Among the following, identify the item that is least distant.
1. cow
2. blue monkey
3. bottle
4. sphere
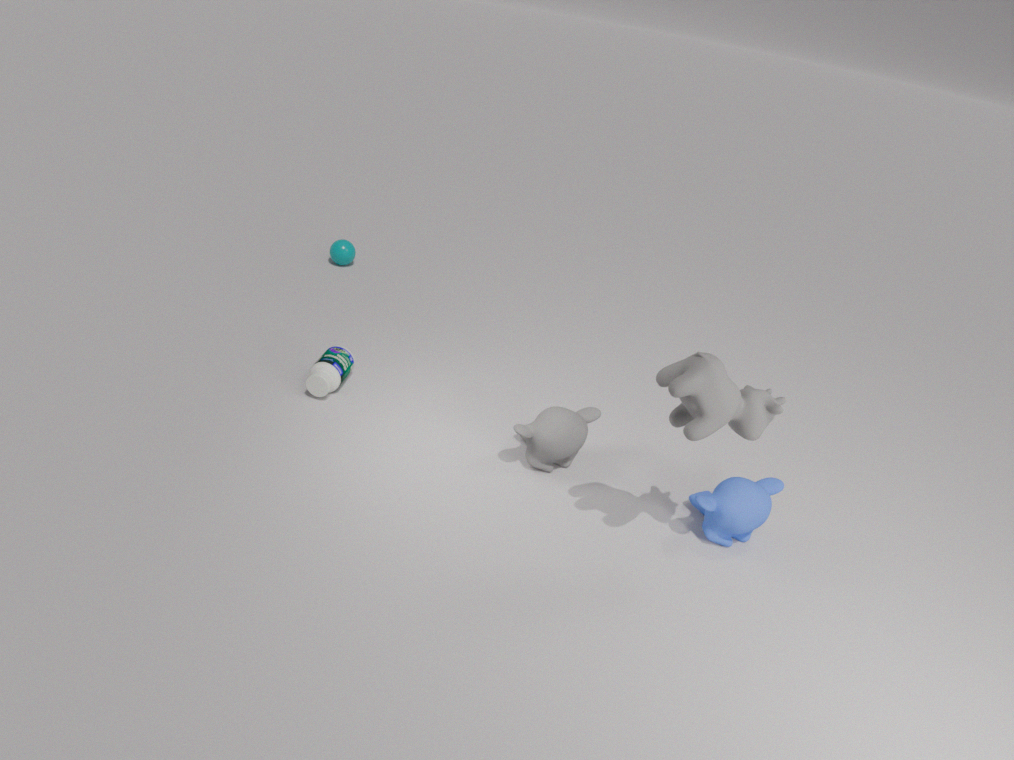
cow
